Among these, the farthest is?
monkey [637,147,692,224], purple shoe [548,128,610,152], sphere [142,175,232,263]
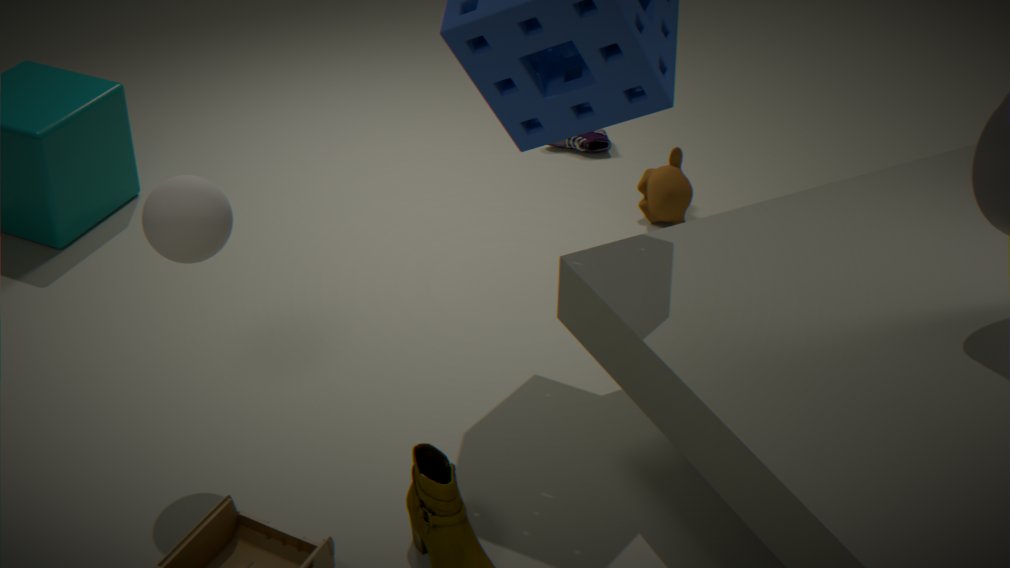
purple shoe [548,128,610,152]
